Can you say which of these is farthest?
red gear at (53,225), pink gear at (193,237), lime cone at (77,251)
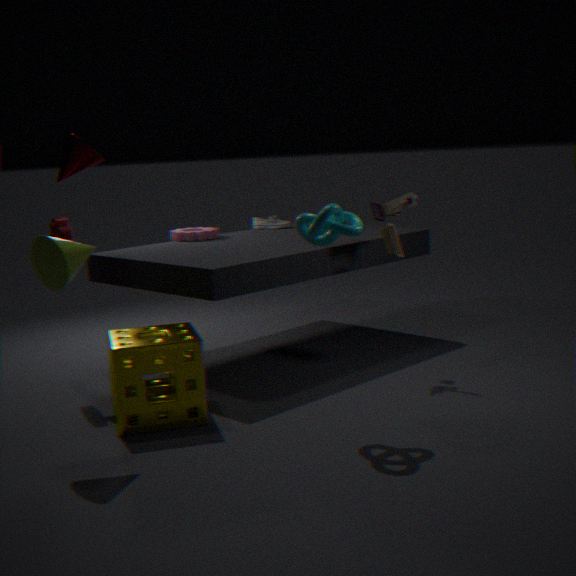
pink gear at (193,237)
